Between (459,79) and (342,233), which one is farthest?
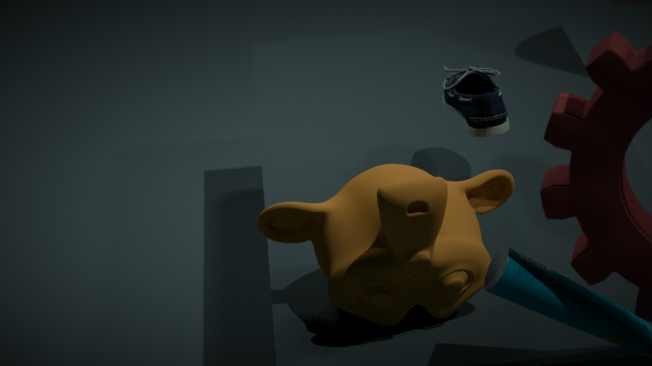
(459,79)
